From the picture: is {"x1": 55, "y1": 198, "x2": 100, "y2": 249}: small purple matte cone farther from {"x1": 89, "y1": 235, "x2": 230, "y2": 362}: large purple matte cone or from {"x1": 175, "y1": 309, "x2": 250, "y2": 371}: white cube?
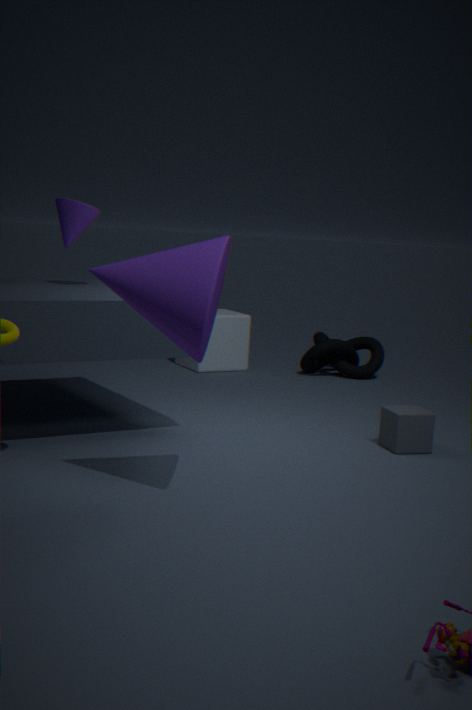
{"x1": 175, "y1": 309, "x2": 250, "y2": 371}: white cube
